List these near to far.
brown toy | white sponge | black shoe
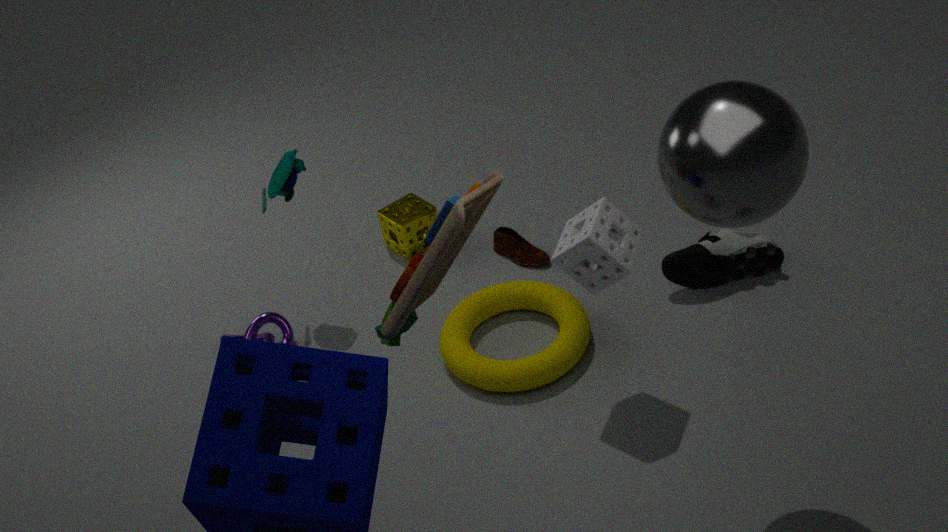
1. brown toy
2. white sponge
3. black shoe
